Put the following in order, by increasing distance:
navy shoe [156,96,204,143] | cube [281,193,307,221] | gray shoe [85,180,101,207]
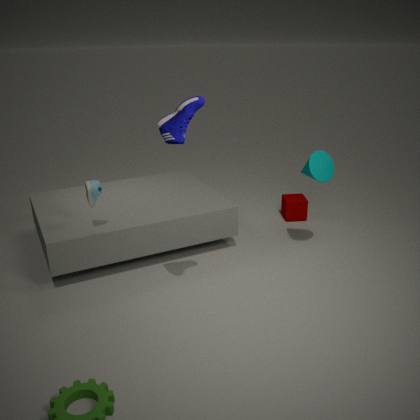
navy shoe [156,96,204,143] → gray shoe [85,180,101,207] → cube [281,193,307,221]
